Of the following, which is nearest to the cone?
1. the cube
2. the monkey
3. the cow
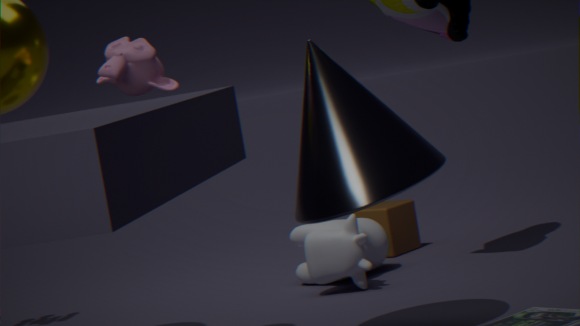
the monkey
